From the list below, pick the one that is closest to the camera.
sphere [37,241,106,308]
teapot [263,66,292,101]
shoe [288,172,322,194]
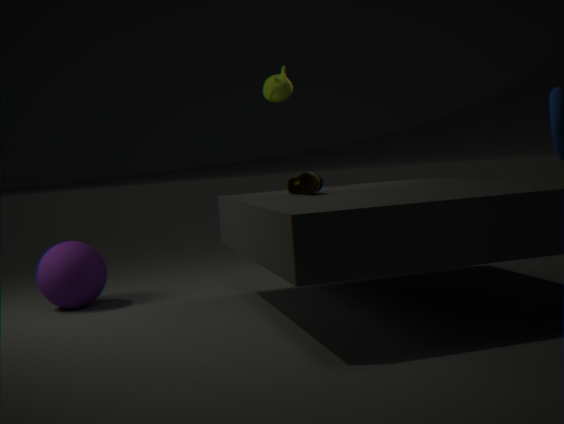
shoe [288,172,322,194]
